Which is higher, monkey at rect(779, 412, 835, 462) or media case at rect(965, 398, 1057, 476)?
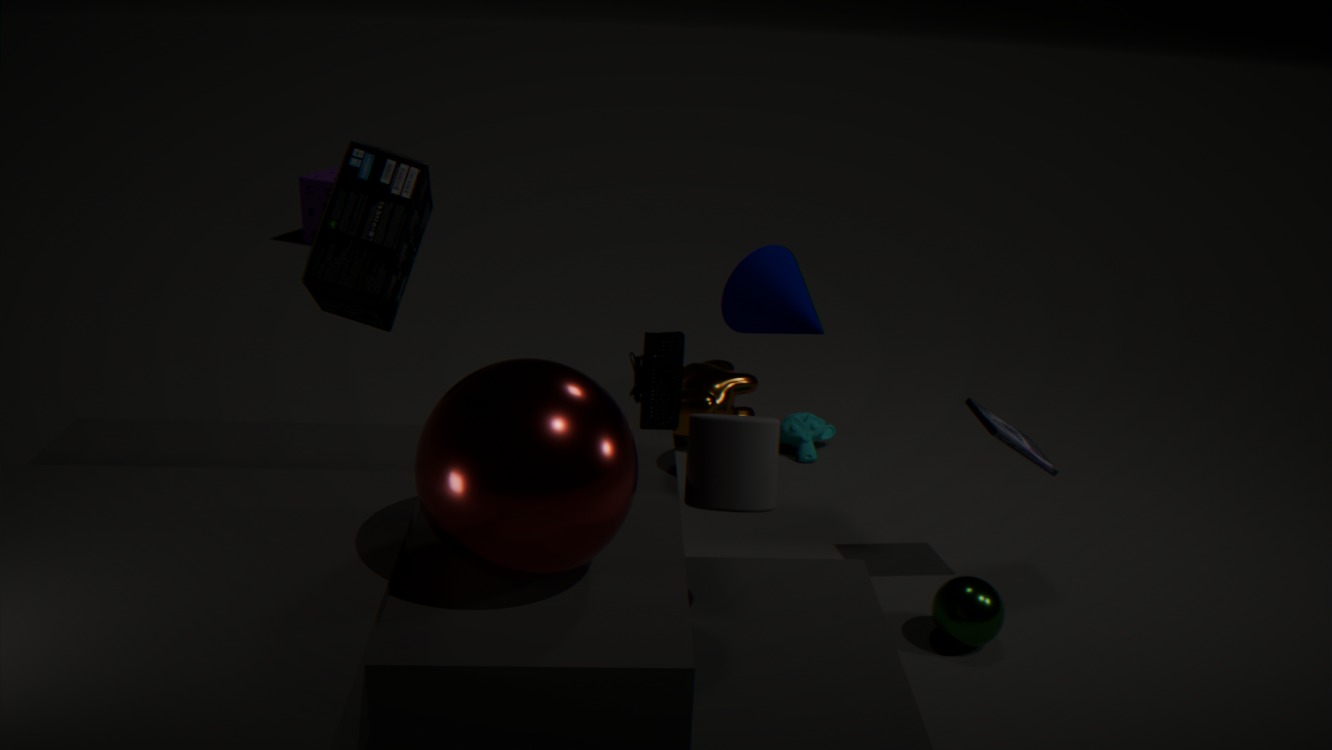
media case at rect(965, 398, 1057, 476)
